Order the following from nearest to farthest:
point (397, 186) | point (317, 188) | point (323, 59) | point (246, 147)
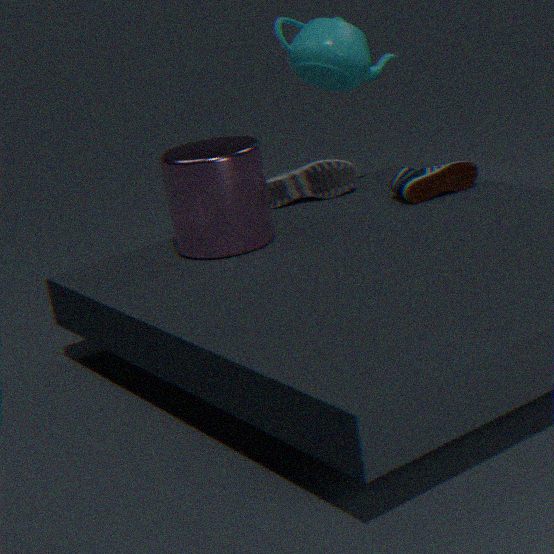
point (246, 147)
point (397, 186)
point (323, 59)
point (317, 188)
